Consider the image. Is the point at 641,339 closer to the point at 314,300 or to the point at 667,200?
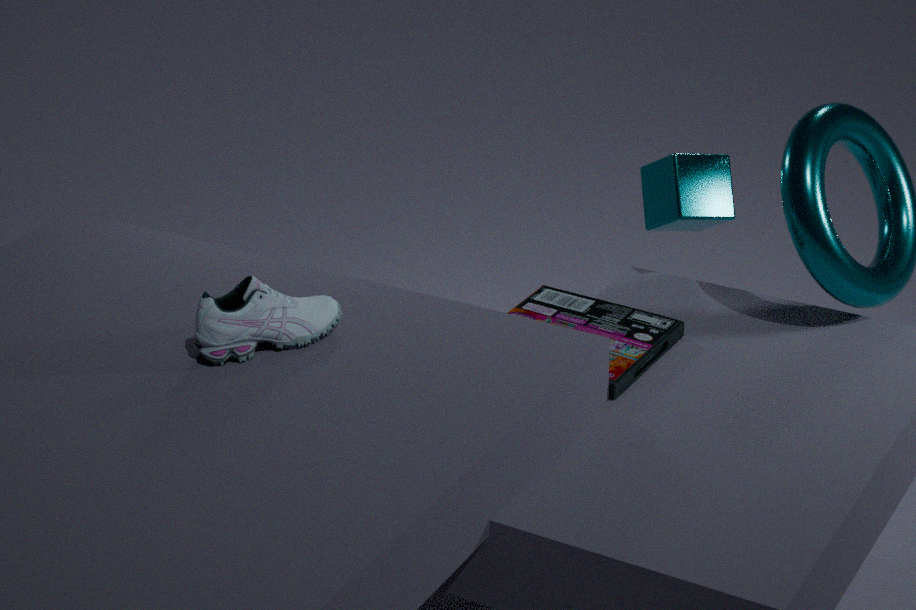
the point at 667,200
